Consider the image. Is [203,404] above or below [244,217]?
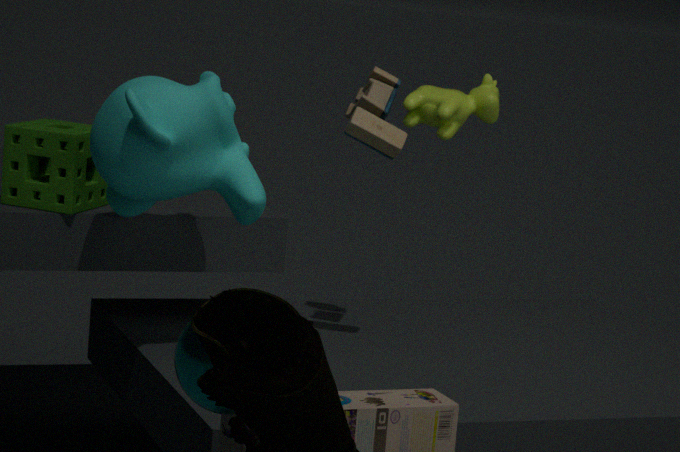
below
